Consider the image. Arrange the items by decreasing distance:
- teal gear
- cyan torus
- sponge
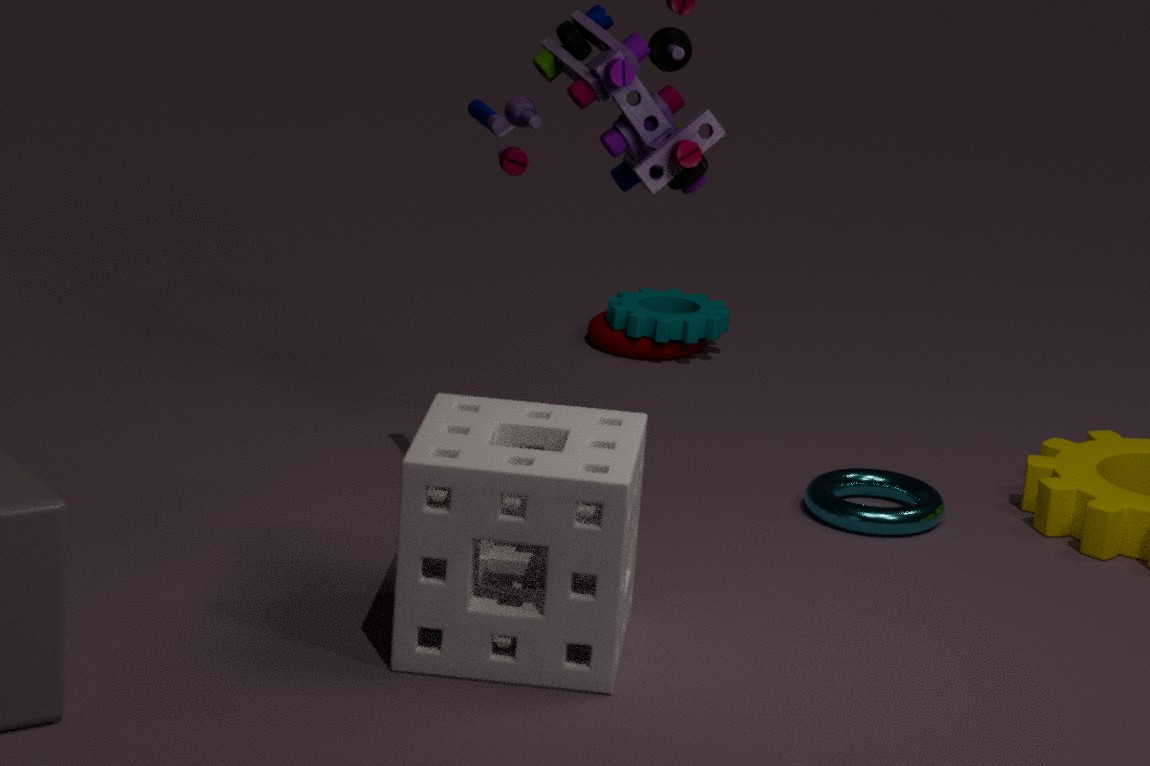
teal gear
cyan torus
sponge
